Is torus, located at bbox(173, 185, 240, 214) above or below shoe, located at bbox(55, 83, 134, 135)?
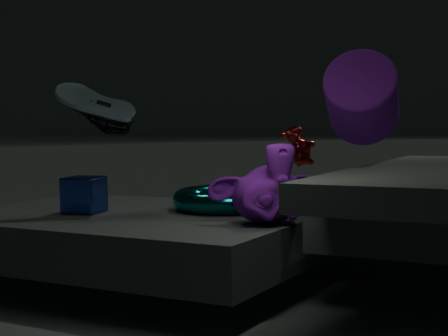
below
